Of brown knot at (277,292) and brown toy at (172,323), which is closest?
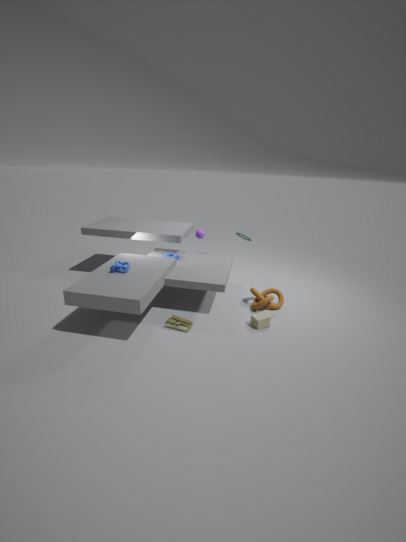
brown toy at (172,323)
